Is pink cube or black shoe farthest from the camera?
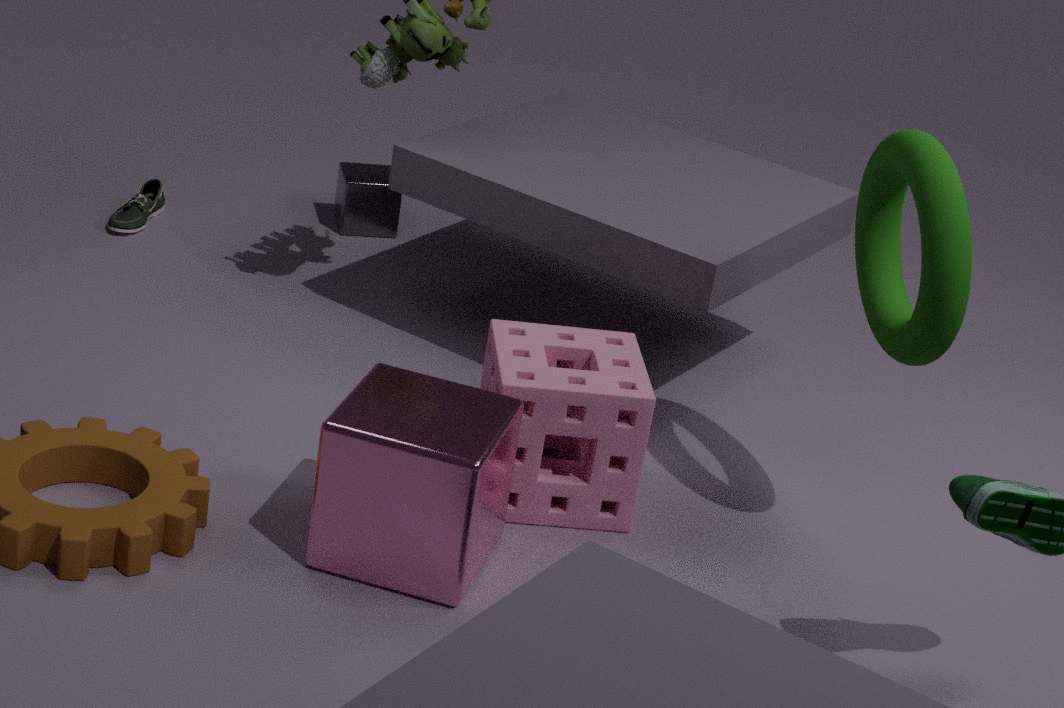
black shoe
